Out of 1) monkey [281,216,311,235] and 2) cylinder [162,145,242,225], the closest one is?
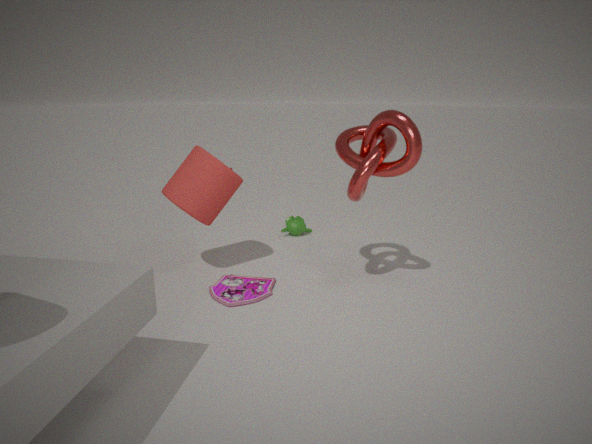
2. cylinder [162,145,242,225]
